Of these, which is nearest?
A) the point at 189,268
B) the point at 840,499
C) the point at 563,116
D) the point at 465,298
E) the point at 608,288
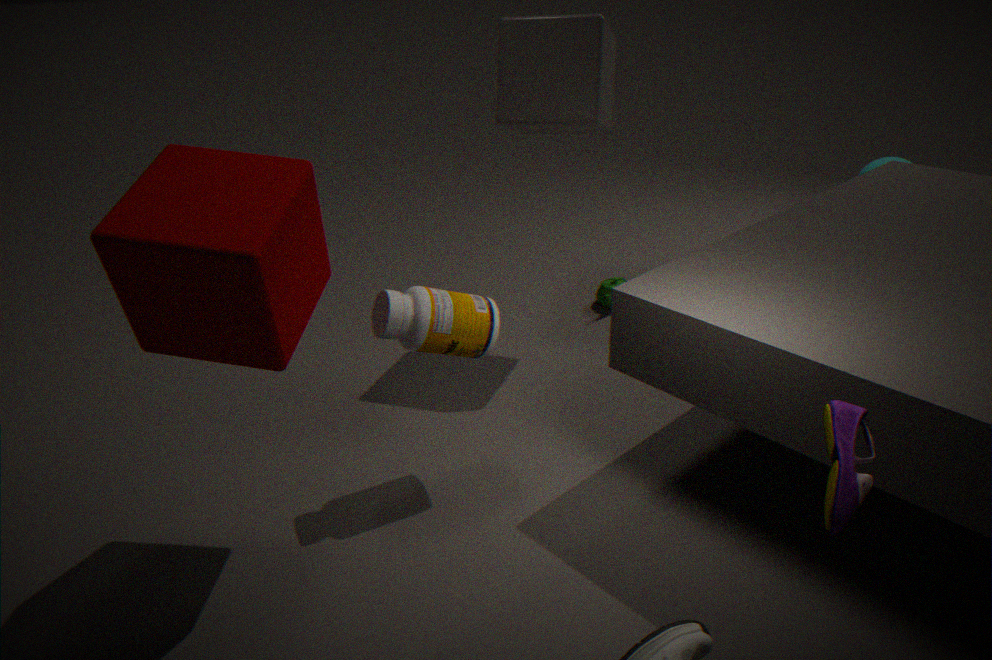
the point at 840,499
